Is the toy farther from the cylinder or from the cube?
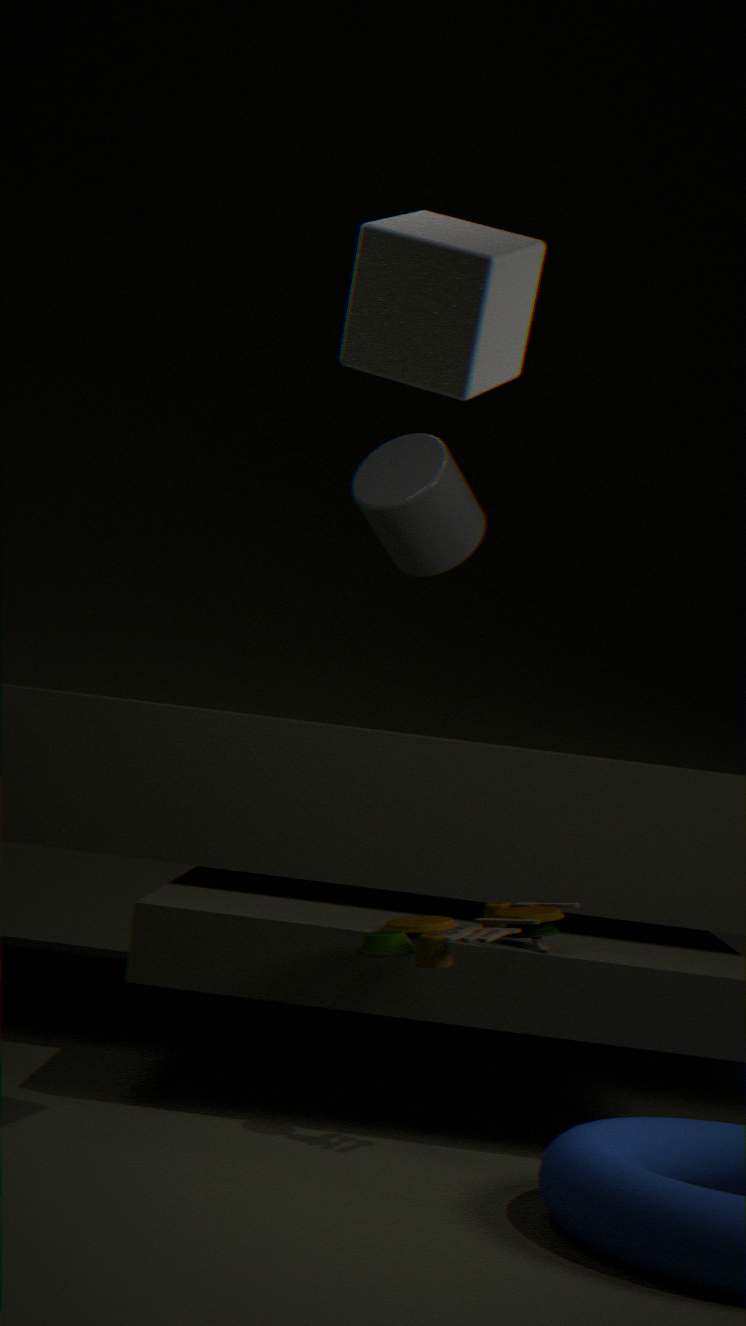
the cube
